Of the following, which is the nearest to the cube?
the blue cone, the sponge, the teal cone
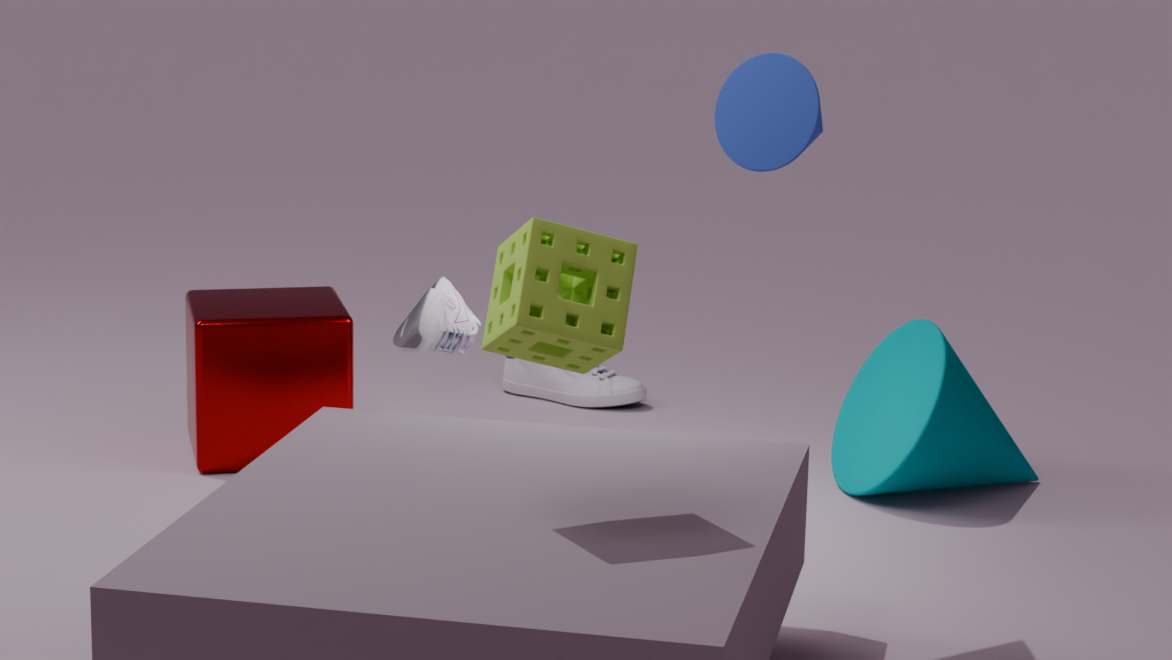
the teal cone
